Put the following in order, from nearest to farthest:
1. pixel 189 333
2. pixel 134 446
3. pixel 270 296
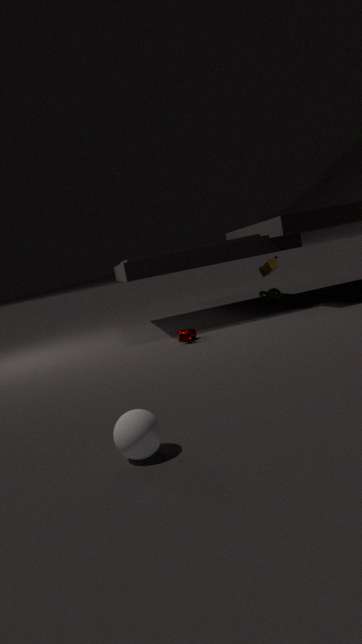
pixel 134 446 < pixel 189 333 < pixel 270 296
